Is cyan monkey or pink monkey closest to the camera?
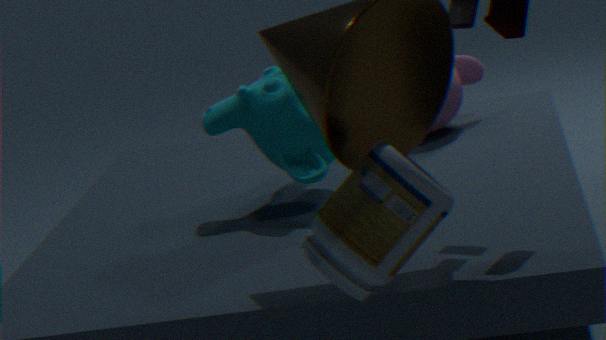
cyan monkey
